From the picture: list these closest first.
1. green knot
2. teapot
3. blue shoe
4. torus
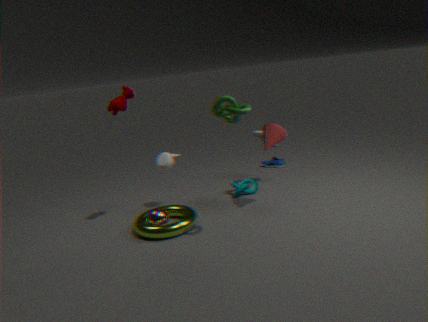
green knot, torus, teapot, blue shoe
